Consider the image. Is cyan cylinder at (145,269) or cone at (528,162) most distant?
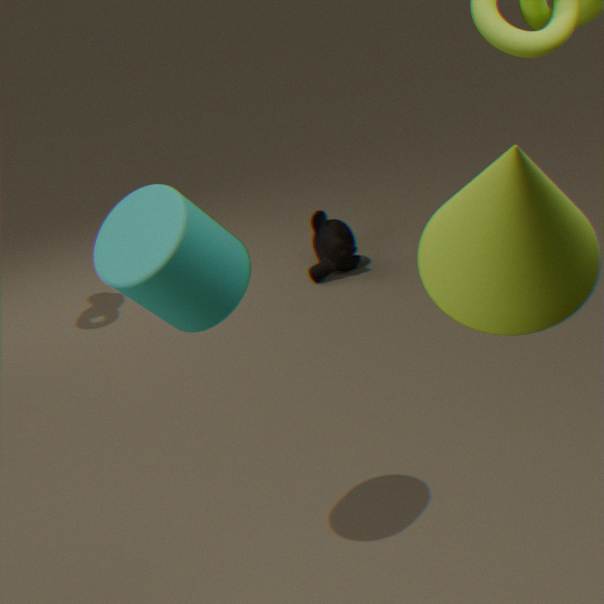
cyan cylinder at (145,269)
